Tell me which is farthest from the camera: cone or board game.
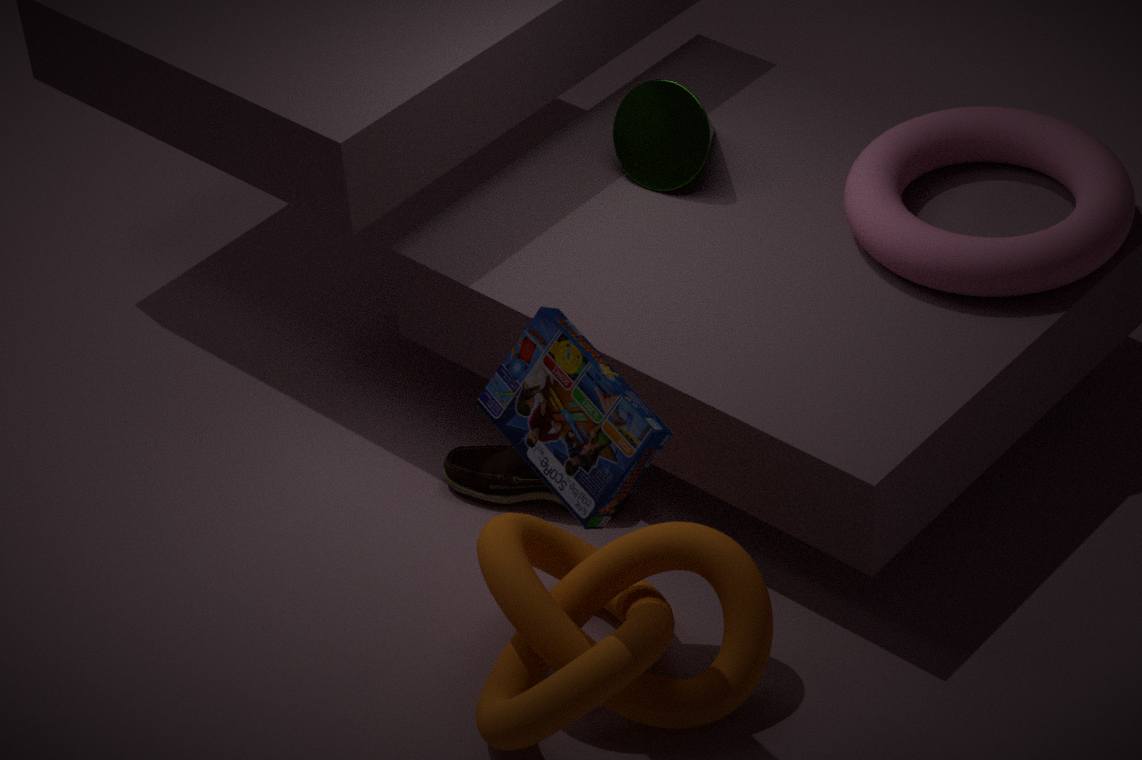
cone
